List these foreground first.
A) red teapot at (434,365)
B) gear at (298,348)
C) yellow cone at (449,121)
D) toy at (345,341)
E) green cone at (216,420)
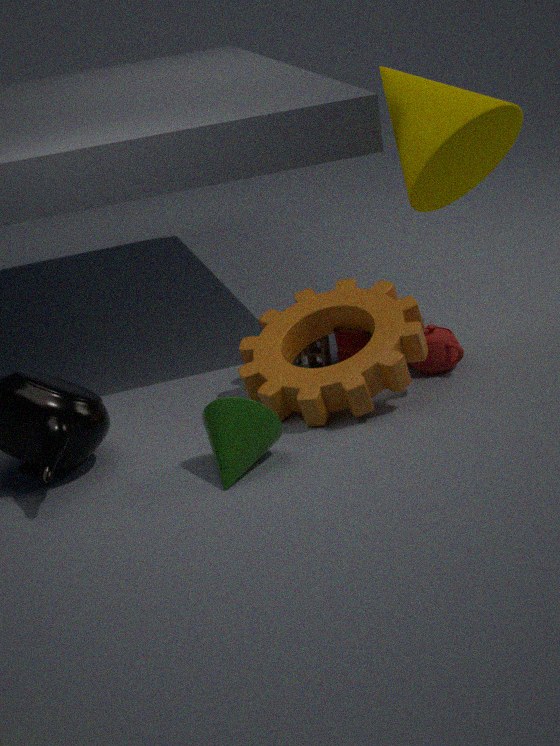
green cone at (216,420) < gear at (298,348) < yellow cone at (449,121) < red teapot at (434,365) < toy at (345,341)
